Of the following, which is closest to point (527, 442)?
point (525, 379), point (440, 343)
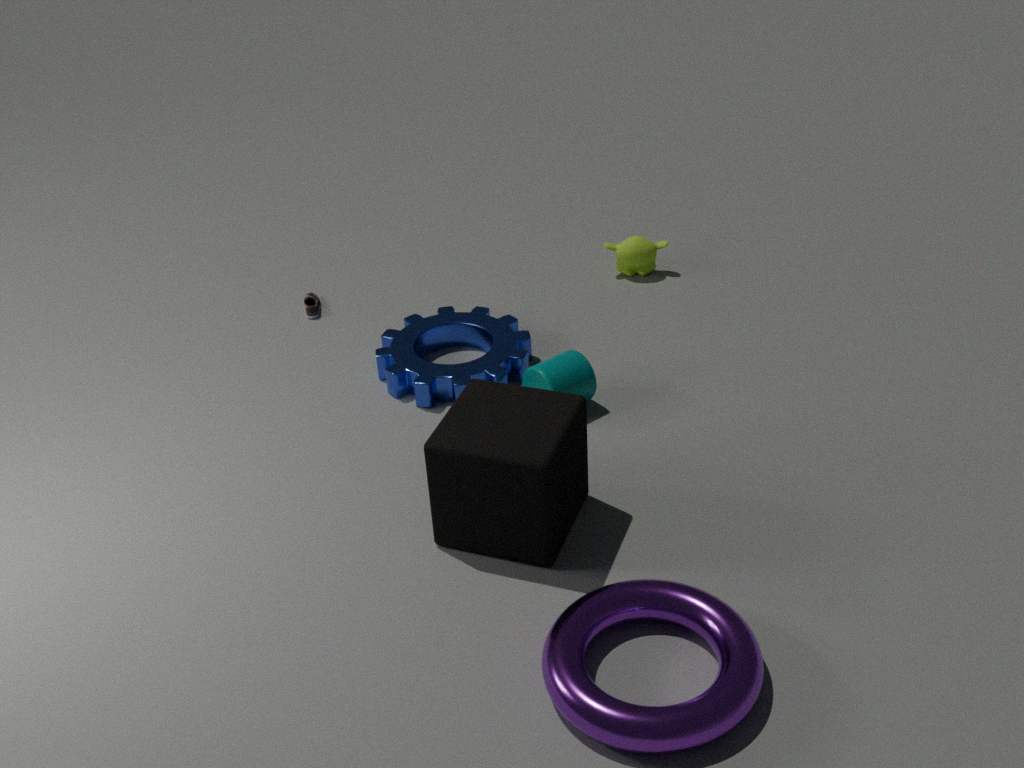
point (525, 379)
